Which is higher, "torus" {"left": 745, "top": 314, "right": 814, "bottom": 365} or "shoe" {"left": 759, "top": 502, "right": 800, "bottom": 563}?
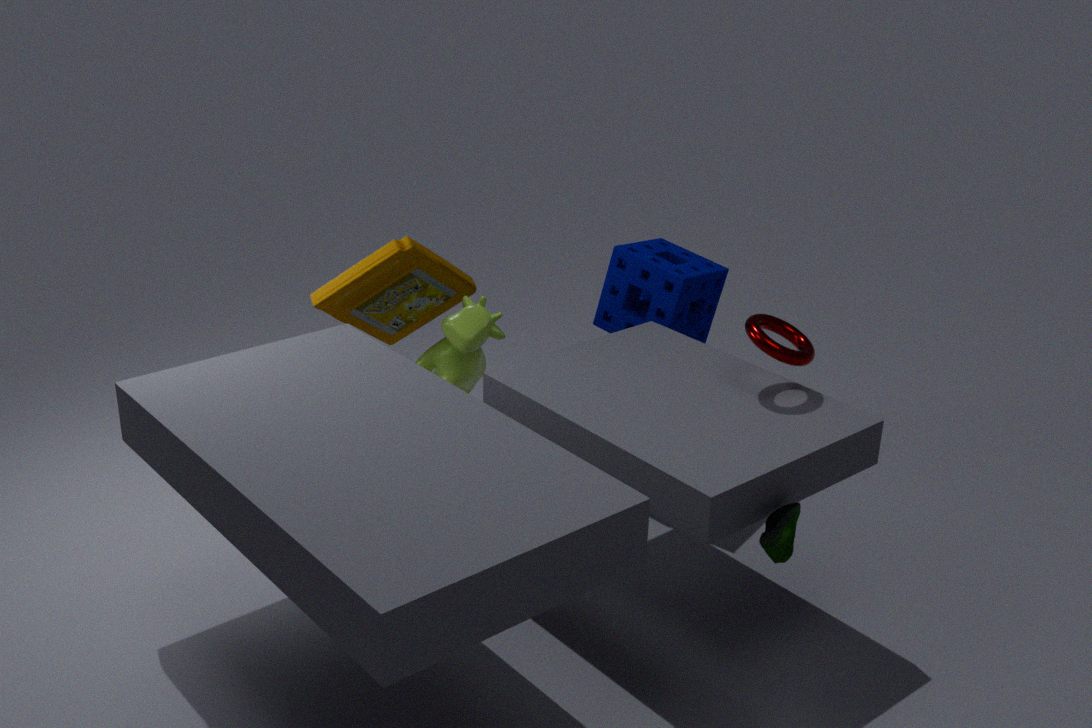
"torus" {"left": 745, "top": 314, "right": 814, "bottom": 365}
